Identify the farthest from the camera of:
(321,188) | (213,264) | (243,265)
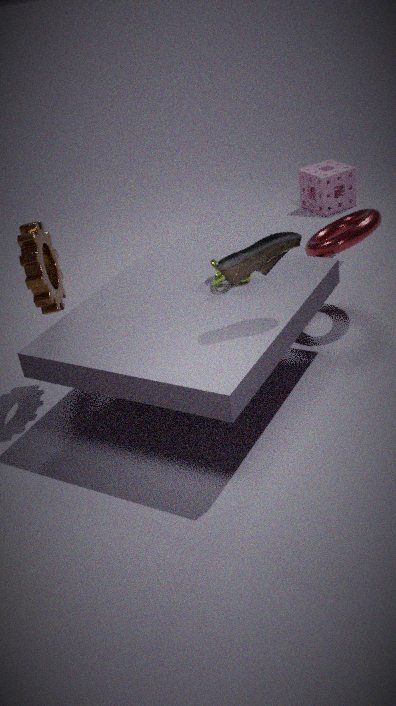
(321,188)
